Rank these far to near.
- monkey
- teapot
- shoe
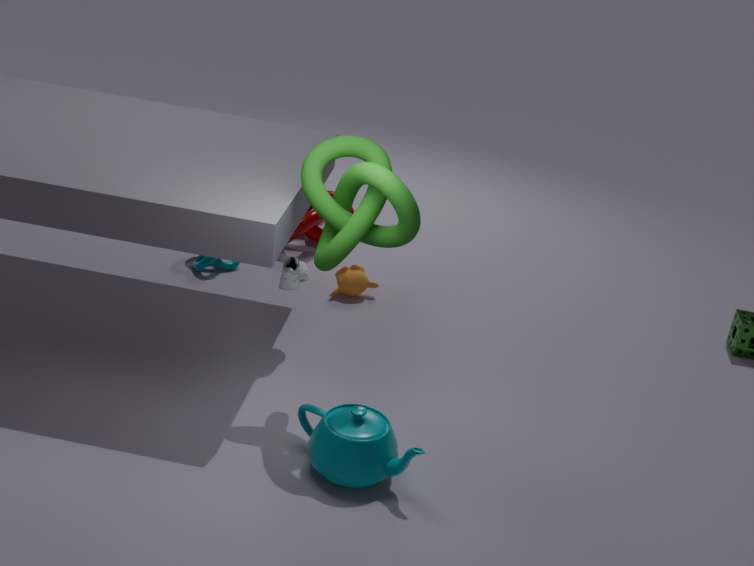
1. monkey
2. shoe
3. teapot
